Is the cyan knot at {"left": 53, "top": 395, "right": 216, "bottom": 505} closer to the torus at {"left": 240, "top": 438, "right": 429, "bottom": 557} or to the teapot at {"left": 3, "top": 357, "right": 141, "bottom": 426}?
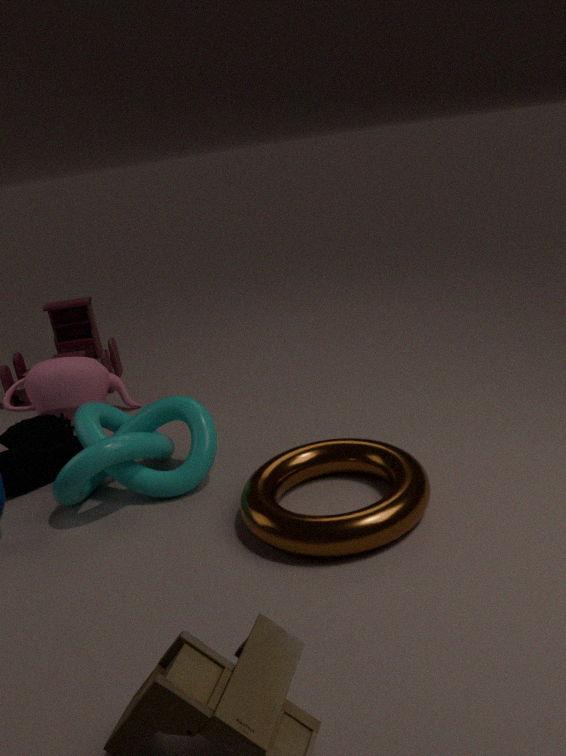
the torus at {"left": 240, "top": 438, "right": 429, "bottom": 557}
